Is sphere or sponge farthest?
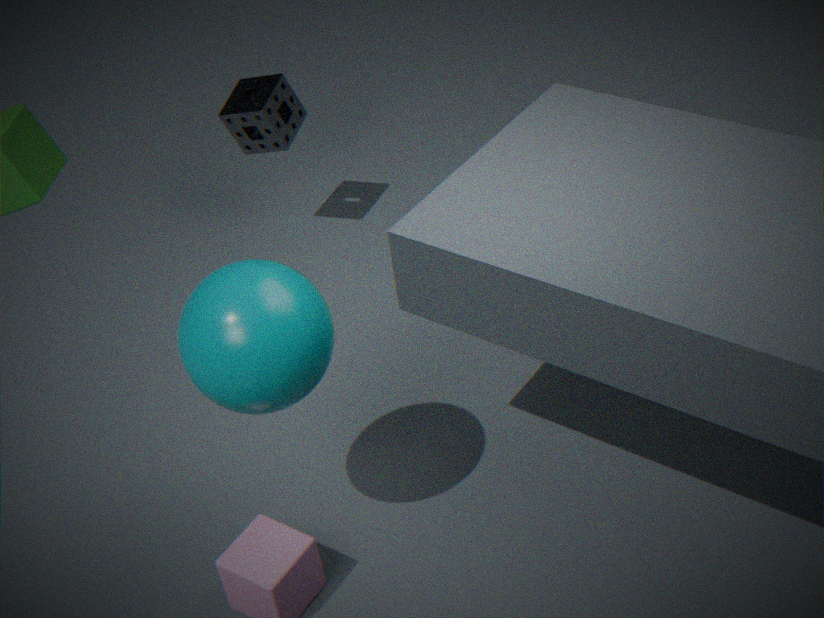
sponge
